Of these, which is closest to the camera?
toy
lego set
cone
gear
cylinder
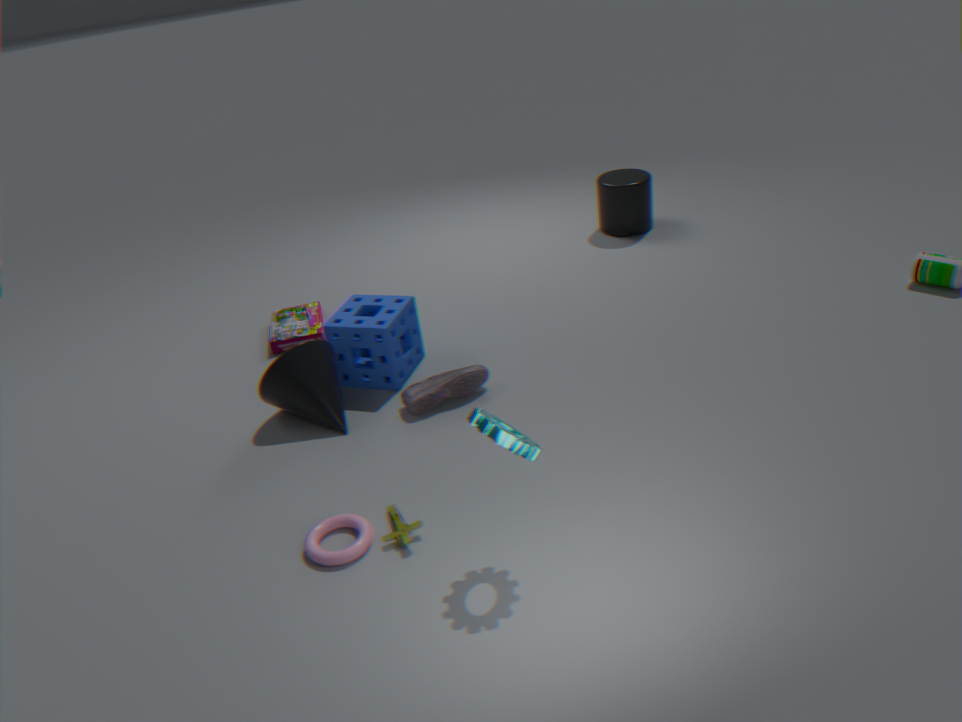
gear
